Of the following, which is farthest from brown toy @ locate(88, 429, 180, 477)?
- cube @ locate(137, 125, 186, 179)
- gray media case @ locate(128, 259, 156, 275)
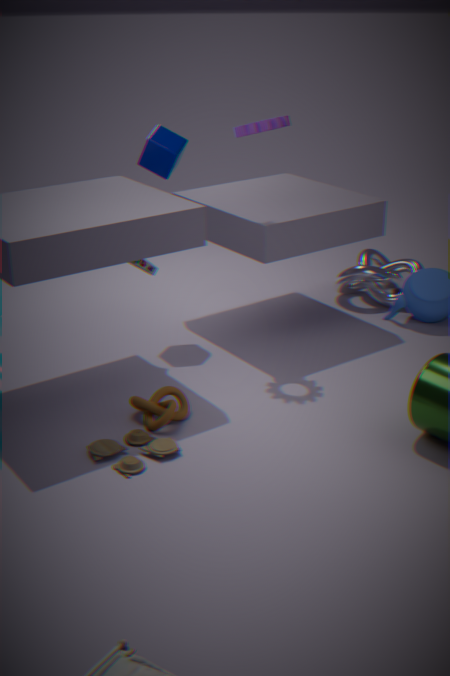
cube @ locate(137, 125, 186, 179)
